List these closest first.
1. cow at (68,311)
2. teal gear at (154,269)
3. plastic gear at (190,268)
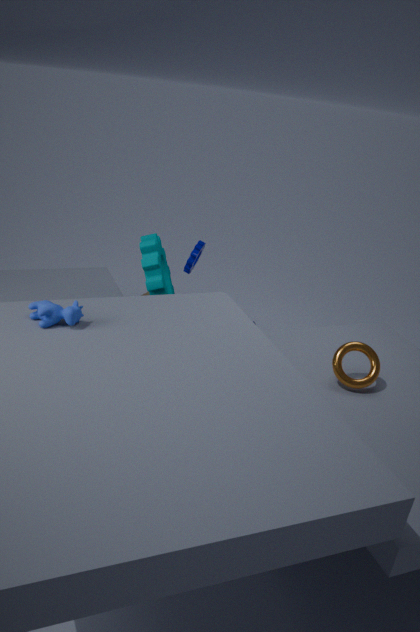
1. cow at (68,311)
2. teal gear at (154,269)
3. plastic gear at (190,268)
